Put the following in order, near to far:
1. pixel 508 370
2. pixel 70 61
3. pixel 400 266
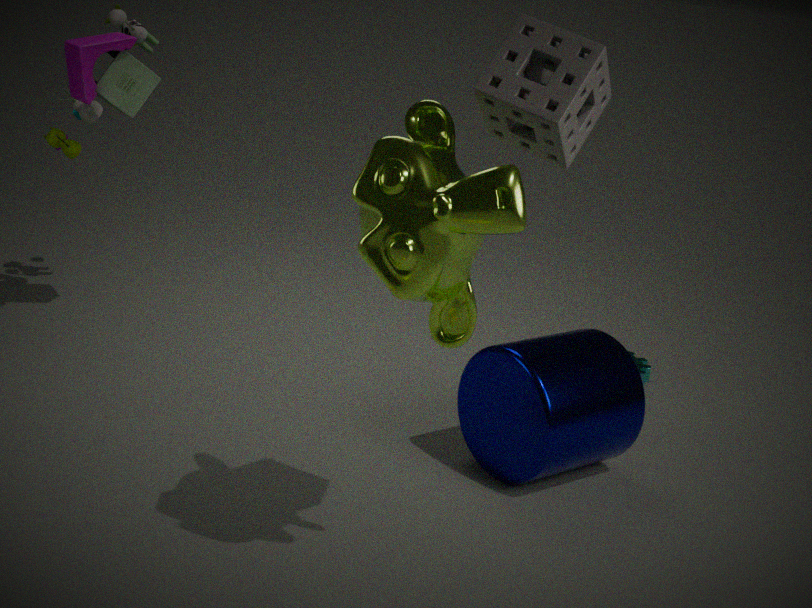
pixel 400 266 < pixel 508 370 < pixel 70 61
